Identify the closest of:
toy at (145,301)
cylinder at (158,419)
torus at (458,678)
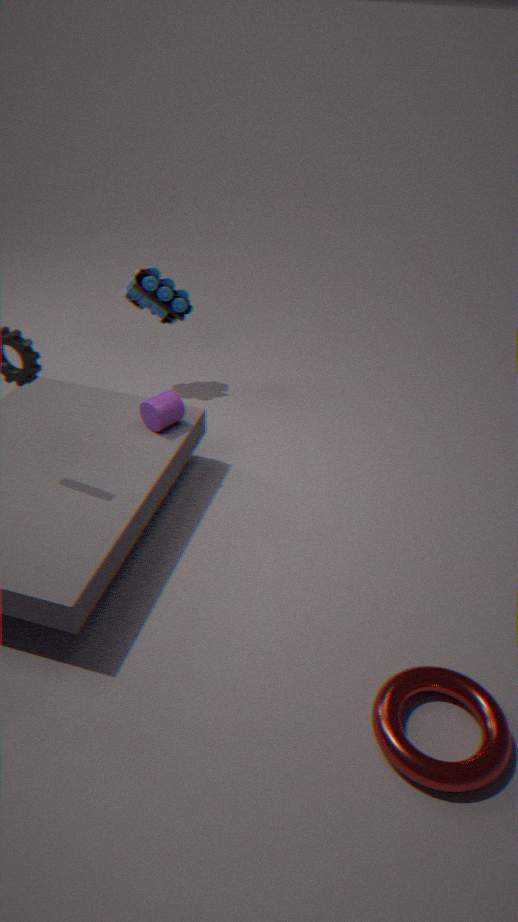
torus at (458,678)
